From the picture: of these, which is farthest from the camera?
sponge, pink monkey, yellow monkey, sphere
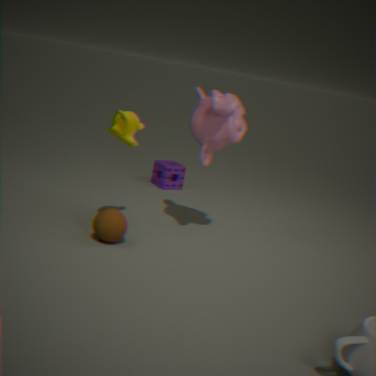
sponge
